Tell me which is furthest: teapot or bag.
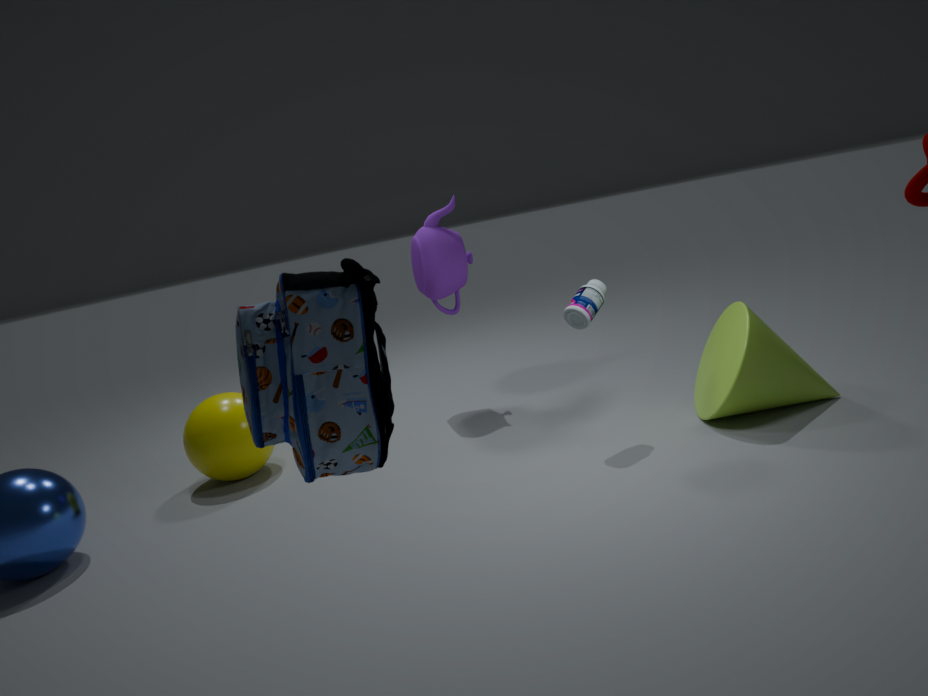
teapot
